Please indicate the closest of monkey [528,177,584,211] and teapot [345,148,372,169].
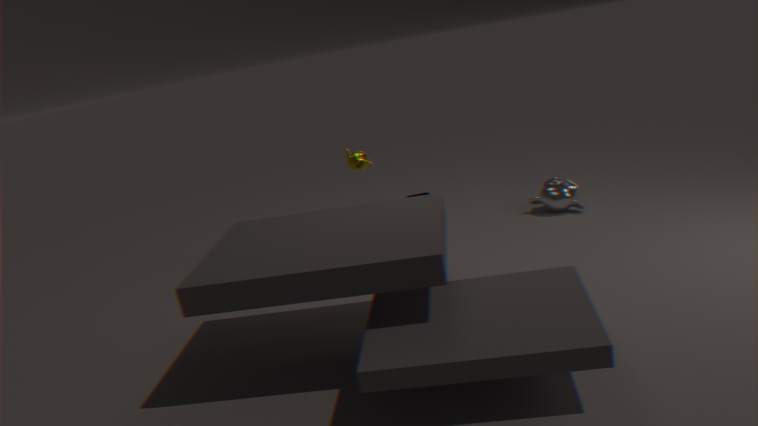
teapot [345,148,372,169]
